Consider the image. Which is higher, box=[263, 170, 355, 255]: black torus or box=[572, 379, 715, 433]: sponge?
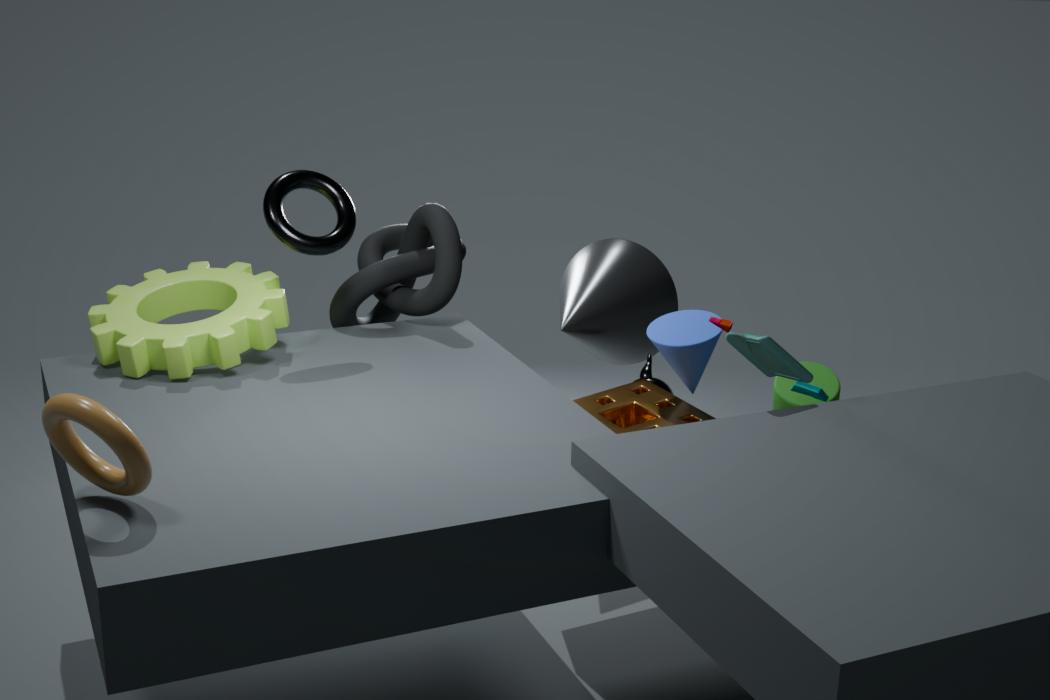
box=[263, 170, 355, 255]: black torus
